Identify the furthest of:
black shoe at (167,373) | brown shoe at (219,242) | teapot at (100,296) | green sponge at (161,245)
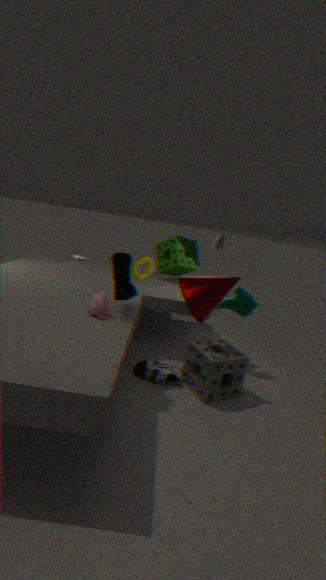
green sponge at (161,245)
